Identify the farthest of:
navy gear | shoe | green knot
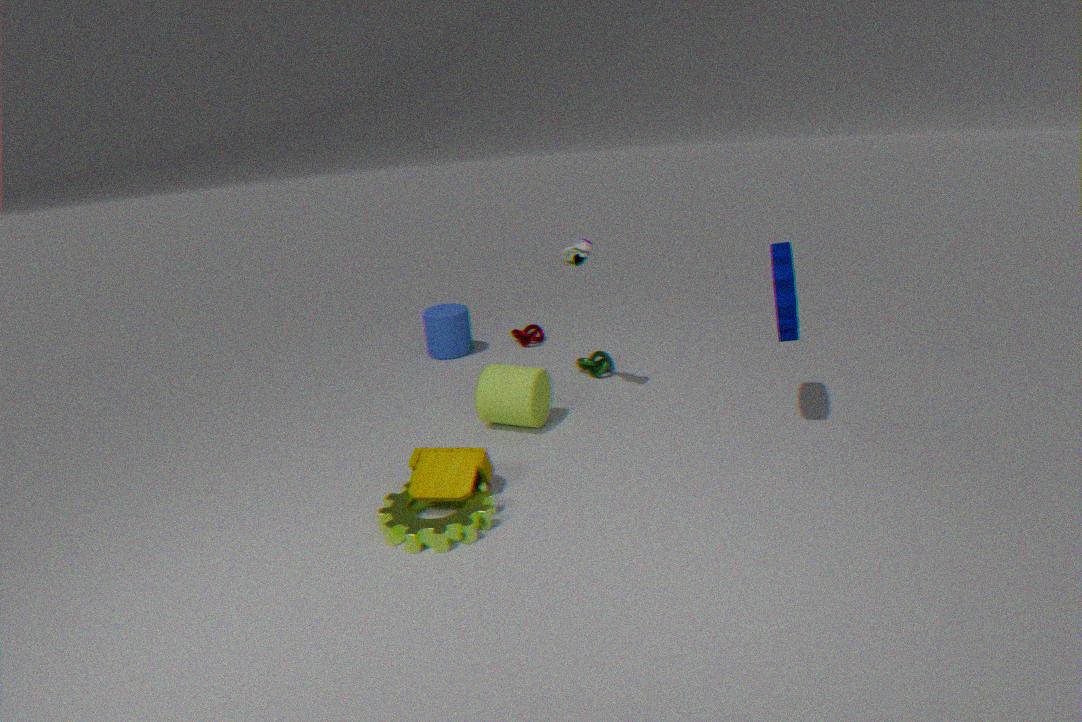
green knot
